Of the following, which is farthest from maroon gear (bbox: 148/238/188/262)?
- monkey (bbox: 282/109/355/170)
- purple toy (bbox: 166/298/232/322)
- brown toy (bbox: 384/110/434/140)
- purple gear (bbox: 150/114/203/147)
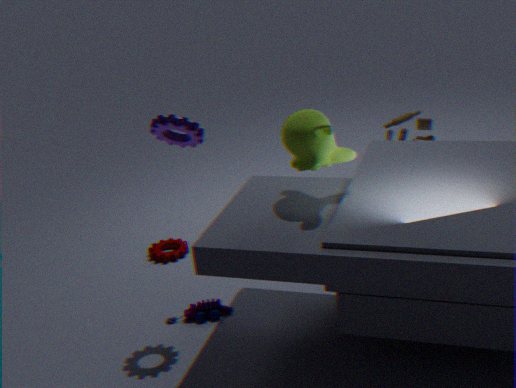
brown toy (bbox: 384/110/434/140)
